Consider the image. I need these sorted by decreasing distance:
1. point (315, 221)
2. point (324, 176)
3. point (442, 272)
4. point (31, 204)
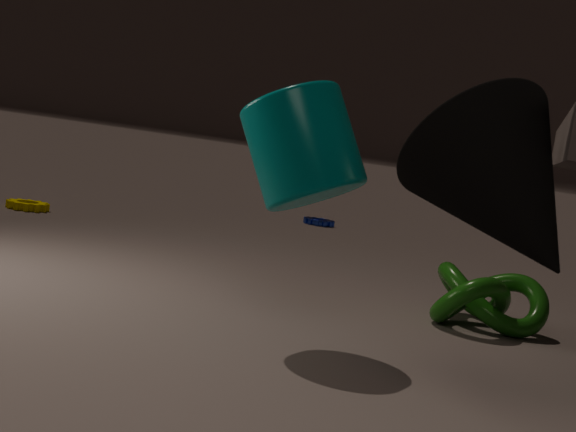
point (315, 221)
point (31, 204)
point (442, 272)
point (324, 176)
